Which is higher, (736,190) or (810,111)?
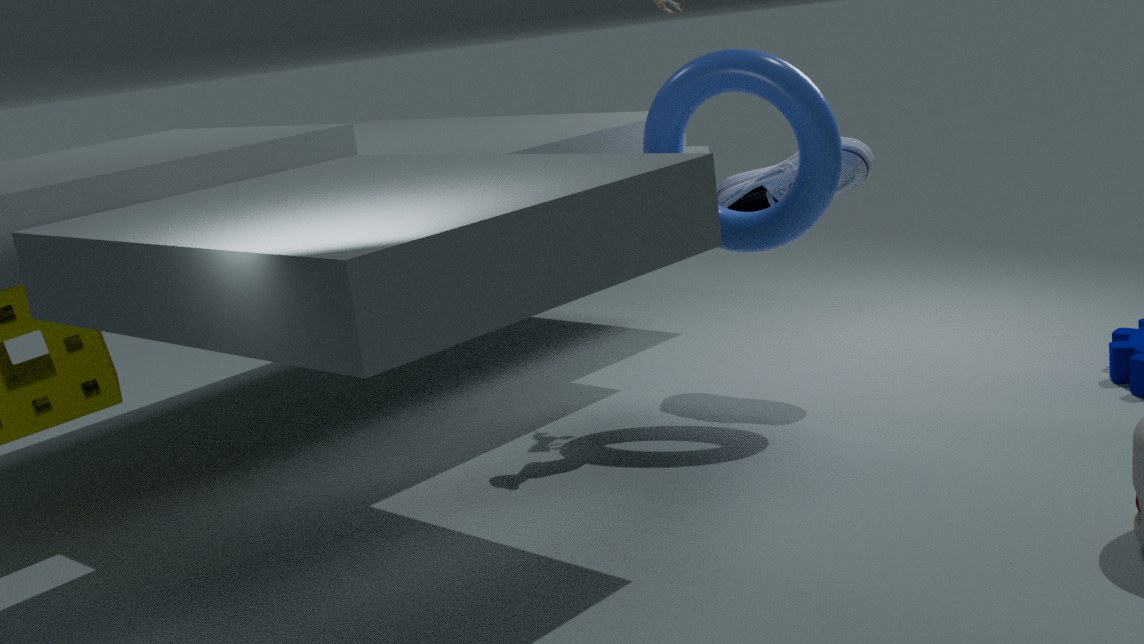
(810,111)
